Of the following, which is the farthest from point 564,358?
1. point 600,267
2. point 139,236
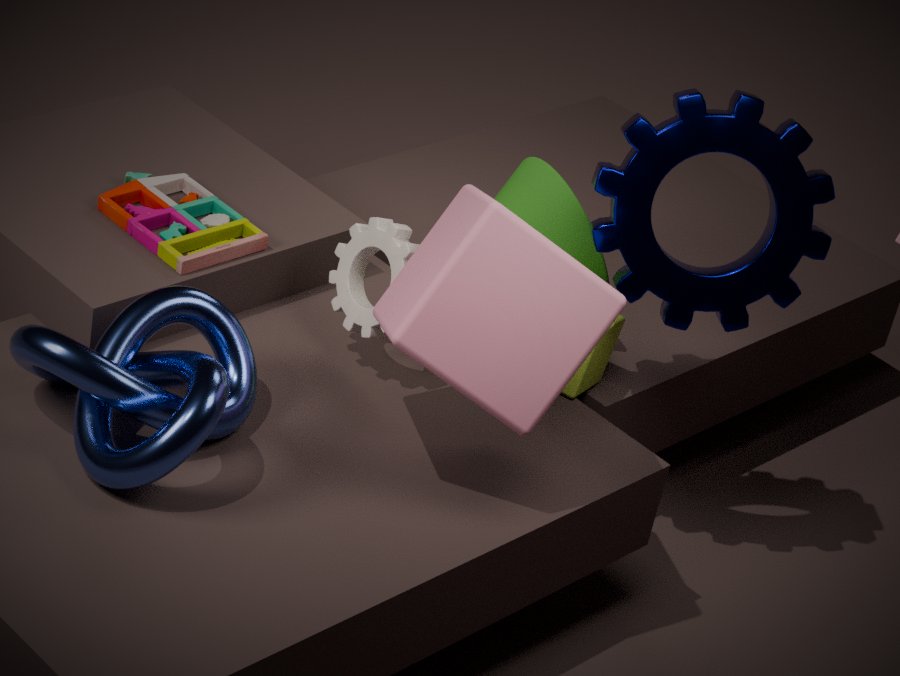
point 139,236
